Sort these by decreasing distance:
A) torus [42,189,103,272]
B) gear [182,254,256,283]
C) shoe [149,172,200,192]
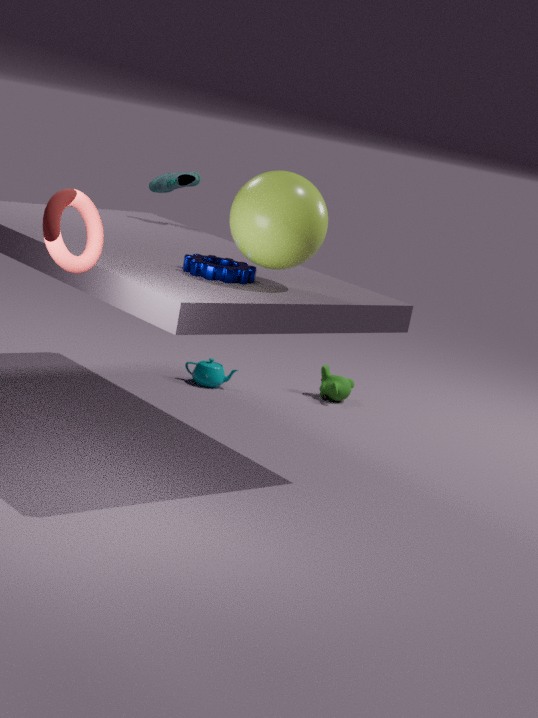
shoe [149,172,200,192], gear [182,254,256,283], torus [42,189,103,272]
